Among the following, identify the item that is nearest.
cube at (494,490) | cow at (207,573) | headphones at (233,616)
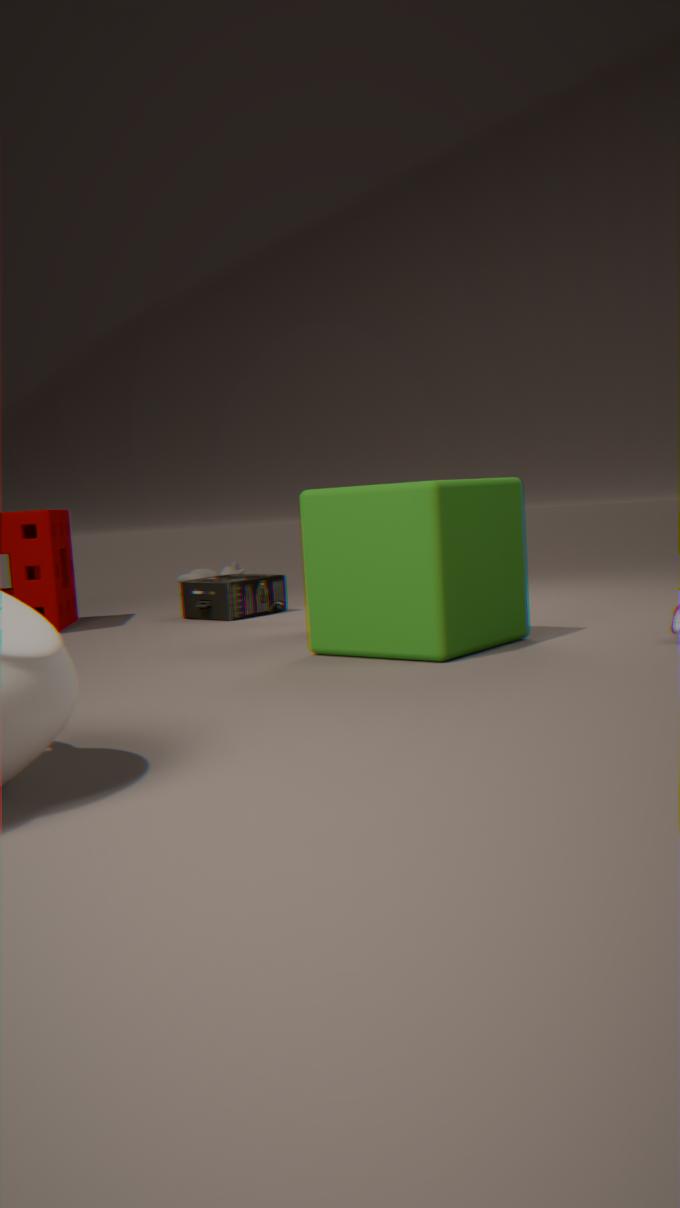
cube at (494,490)
